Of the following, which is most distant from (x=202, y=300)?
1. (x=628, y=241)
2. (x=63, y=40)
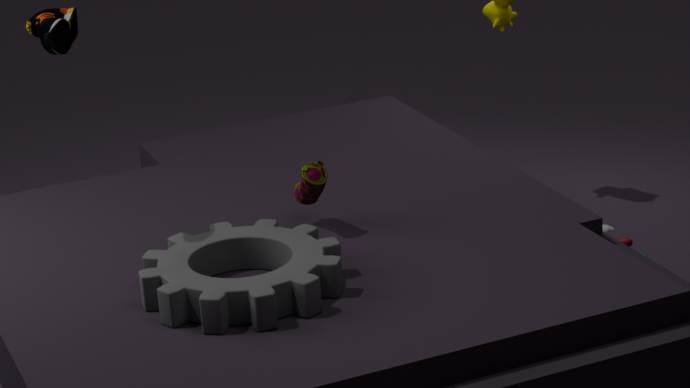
(x=628, y=241)
